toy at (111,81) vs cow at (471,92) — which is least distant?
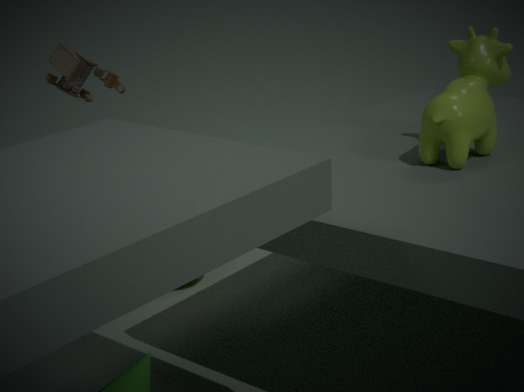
cow at (471,92)
